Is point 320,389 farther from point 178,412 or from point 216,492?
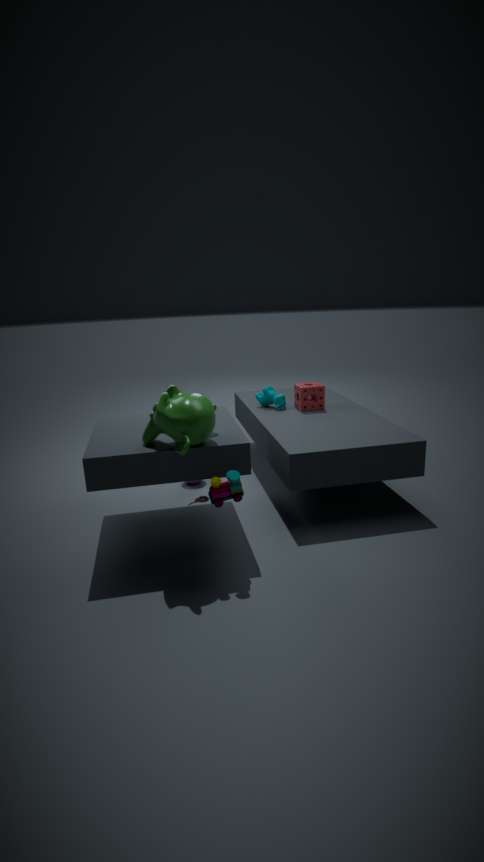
point 216,492
